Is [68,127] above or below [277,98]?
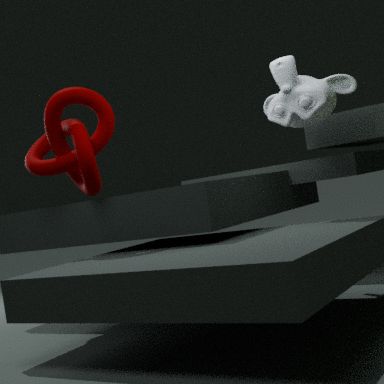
below
